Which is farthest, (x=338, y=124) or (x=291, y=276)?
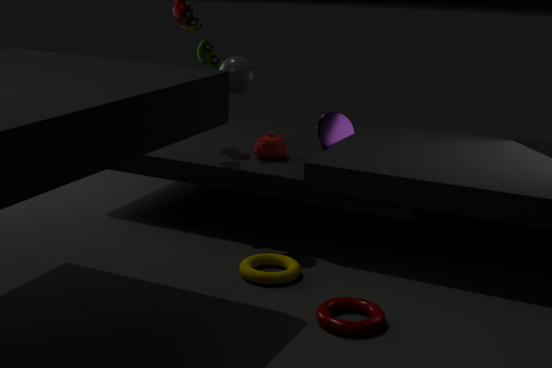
(x=338, y=124)
